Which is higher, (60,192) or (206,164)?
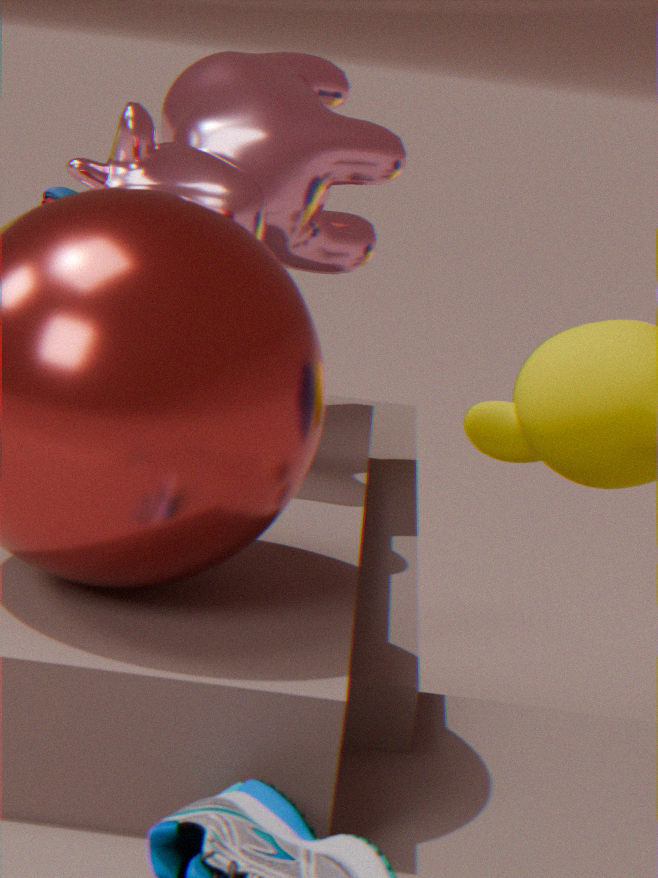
(206,164)
